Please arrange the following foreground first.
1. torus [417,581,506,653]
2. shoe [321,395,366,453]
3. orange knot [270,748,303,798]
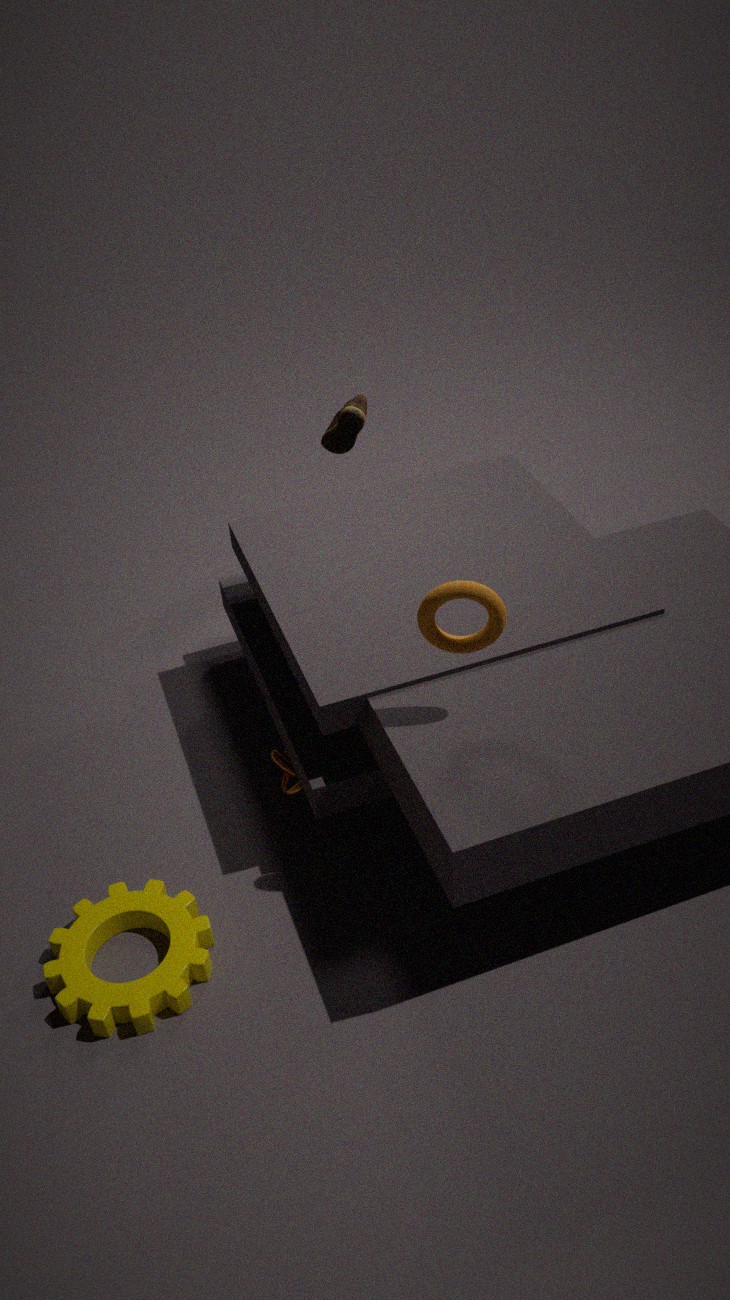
torus [417,581,506,653] < orange knot [270,748,303,798] < shoe [321,395,366,453]
